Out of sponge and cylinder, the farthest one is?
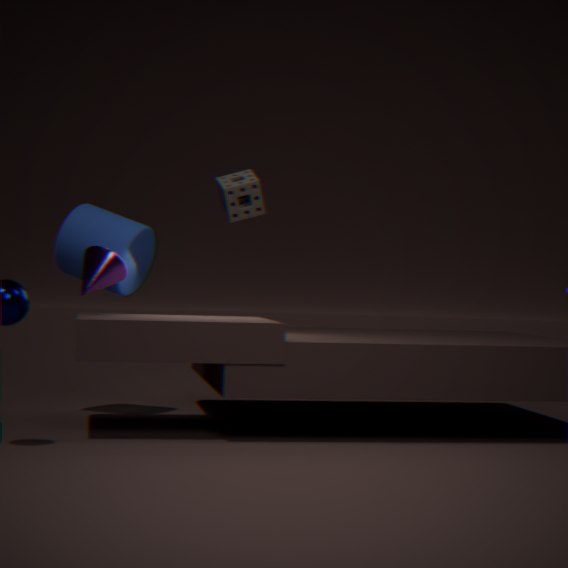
sponge
